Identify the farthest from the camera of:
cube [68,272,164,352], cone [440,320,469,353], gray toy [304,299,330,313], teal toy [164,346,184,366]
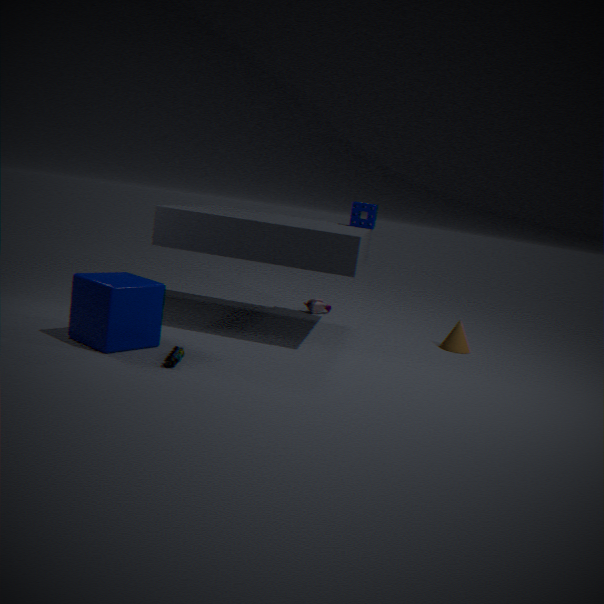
gray toy [304,299,330,313]
